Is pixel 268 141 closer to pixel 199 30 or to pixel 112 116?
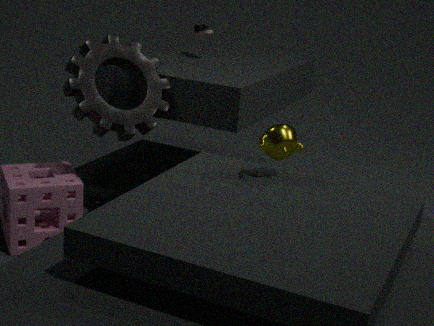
pixel 112 116
